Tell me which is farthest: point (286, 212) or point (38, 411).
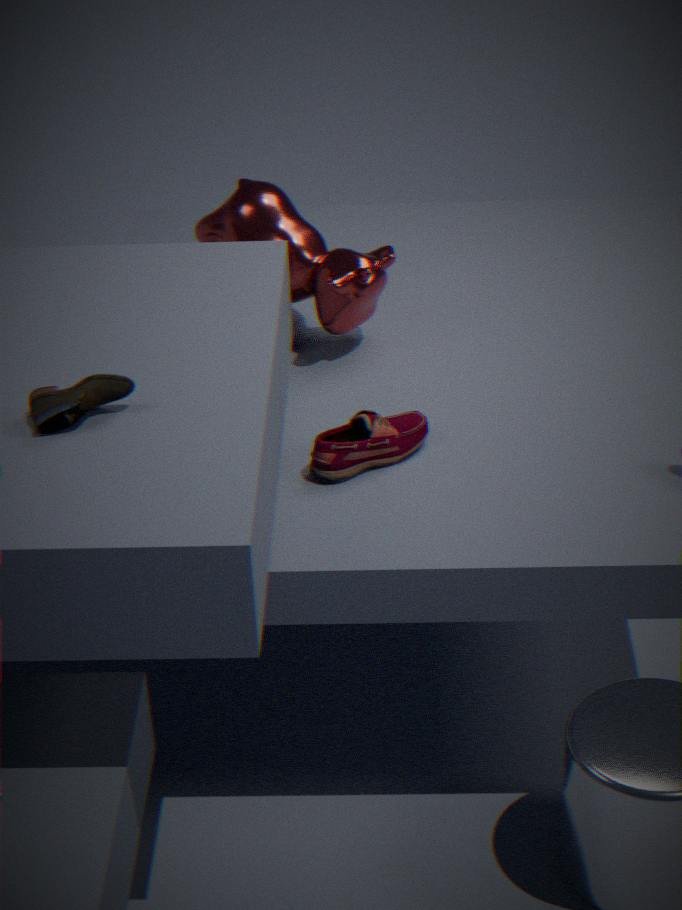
point (286, 212)
